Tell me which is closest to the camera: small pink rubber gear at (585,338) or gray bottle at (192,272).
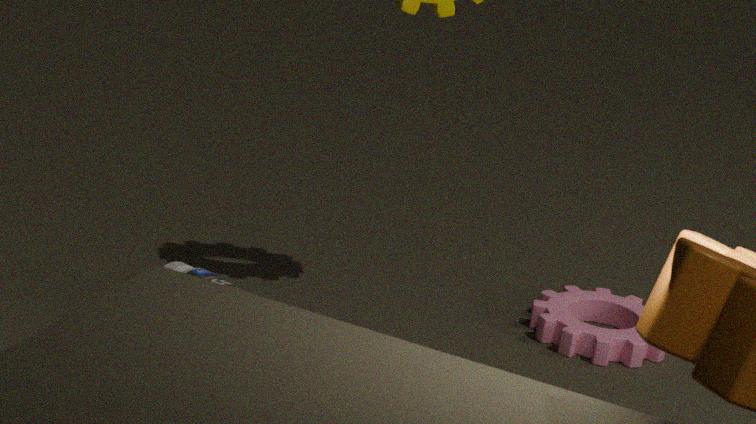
gray bottle at (192,272)
